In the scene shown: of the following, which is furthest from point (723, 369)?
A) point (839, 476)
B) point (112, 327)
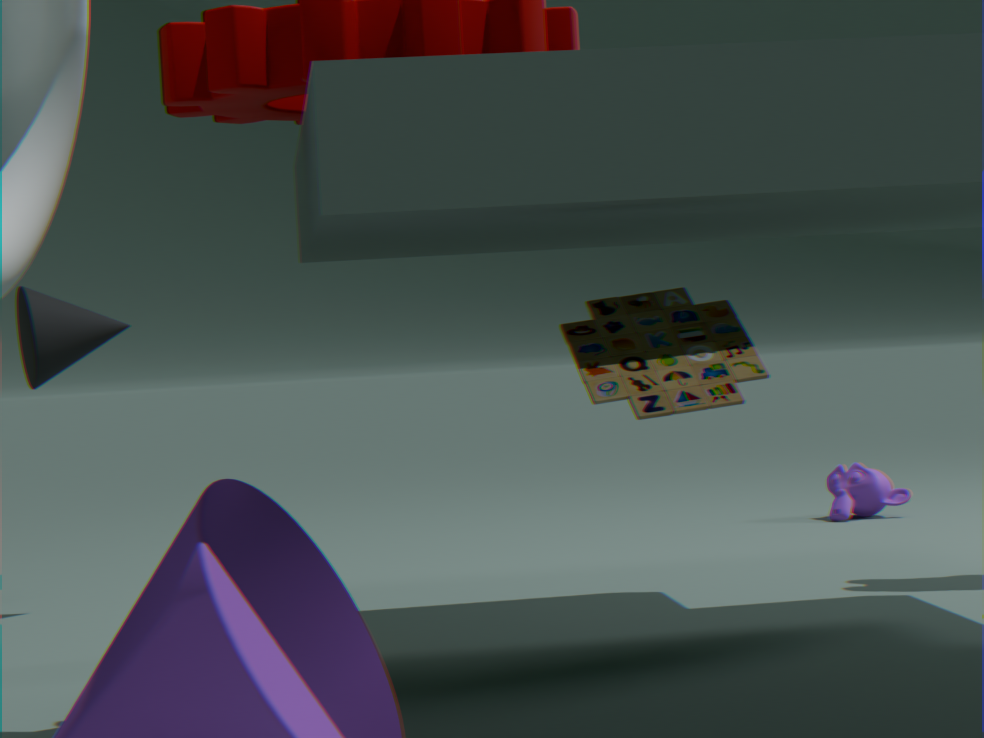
point (839, 476)
